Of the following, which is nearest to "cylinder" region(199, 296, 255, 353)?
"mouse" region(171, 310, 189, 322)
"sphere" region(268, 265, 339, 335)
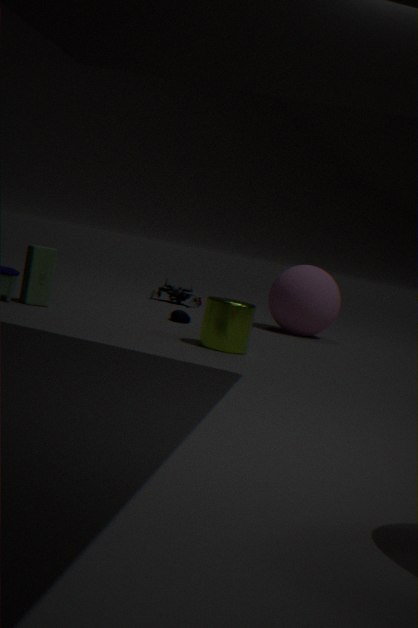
"mouse" region(171, 310, 189, 322)
